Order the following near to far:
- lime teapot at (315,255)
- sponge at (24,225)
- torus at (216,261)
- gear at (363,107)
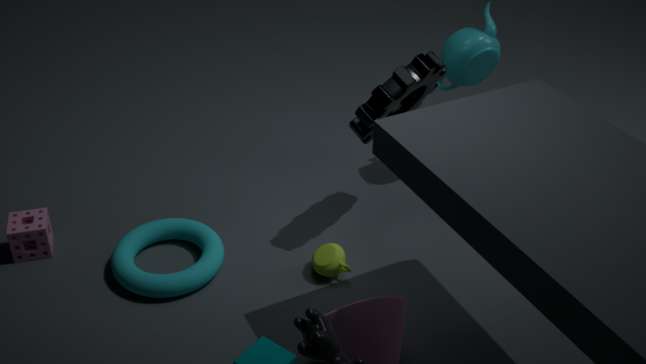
gear at (363,107) → torus at (216,261) → lime teapot at (315,255) → sponge at (24,225)
